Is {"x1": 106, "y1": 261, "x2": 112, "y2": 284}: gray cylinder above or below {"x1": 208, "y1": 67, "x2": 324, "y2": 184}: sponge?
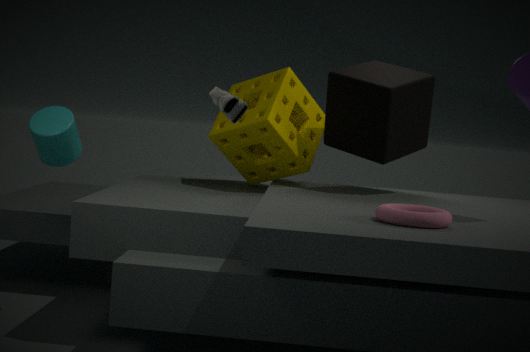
below
